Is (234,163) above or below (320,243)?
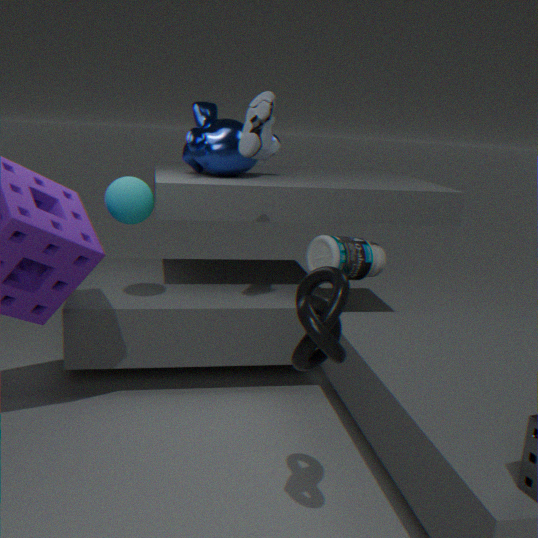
above
